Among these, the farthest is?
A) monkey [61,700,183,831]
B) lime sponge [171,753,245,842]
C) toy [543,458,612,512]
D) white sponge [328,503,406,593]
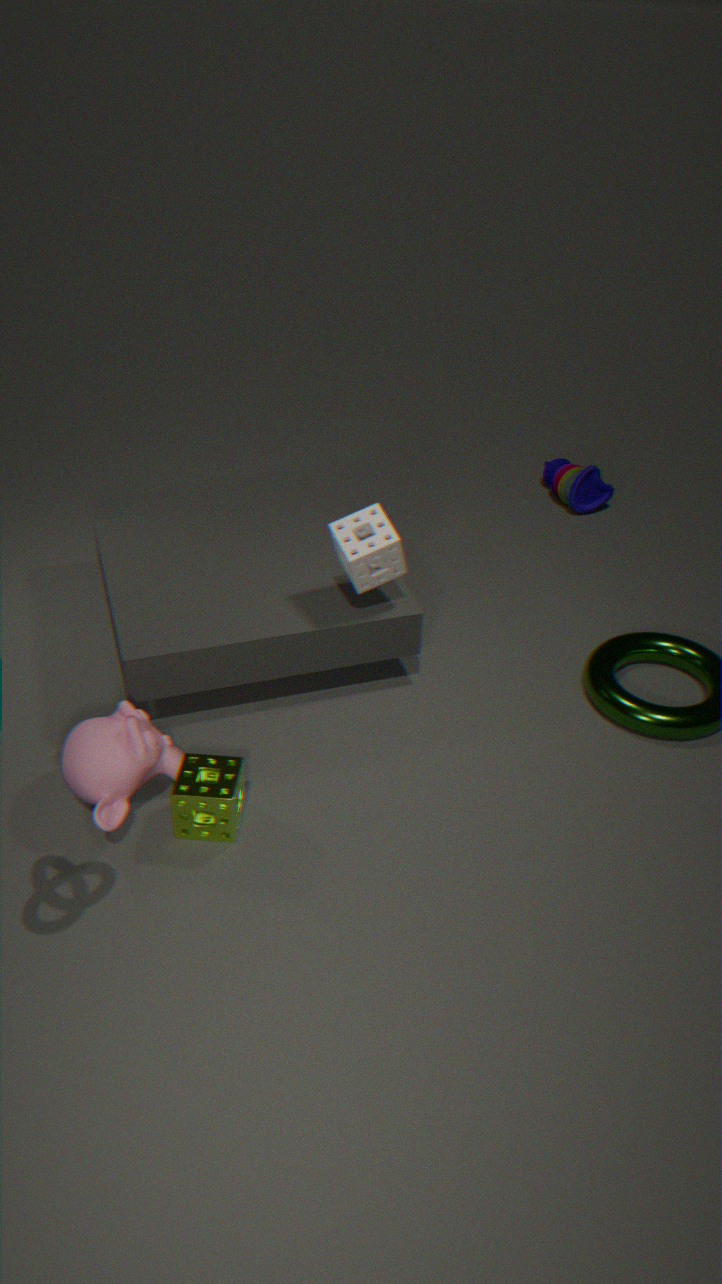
toy [543,458,612,512]
